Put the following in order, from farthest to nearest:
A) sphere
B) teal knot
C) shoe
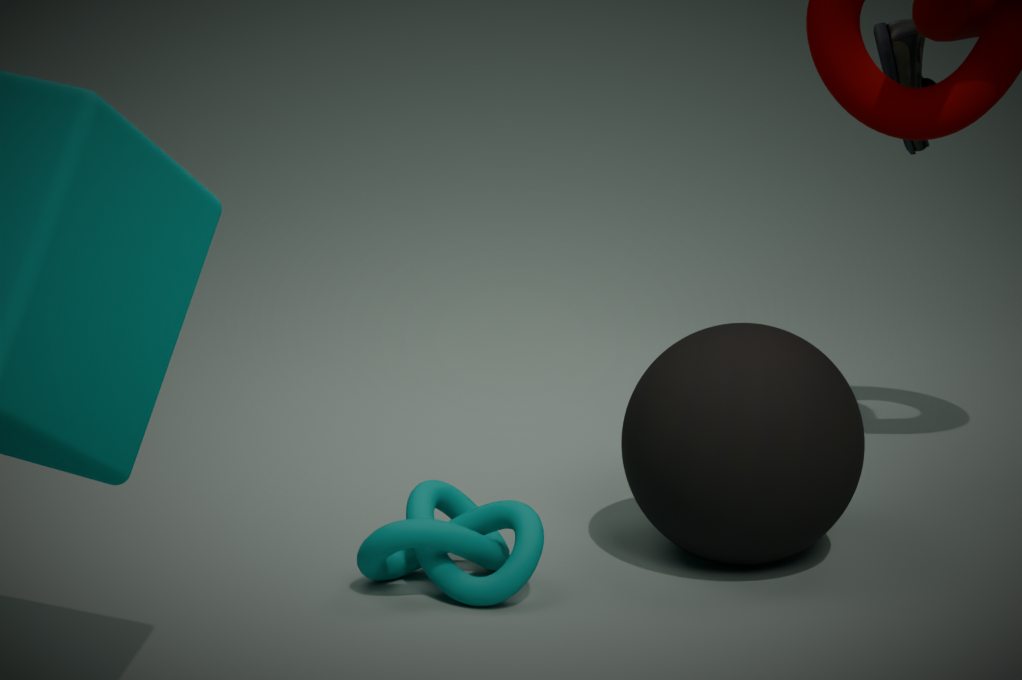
1. shoe
2. sphere
3. teal knot
